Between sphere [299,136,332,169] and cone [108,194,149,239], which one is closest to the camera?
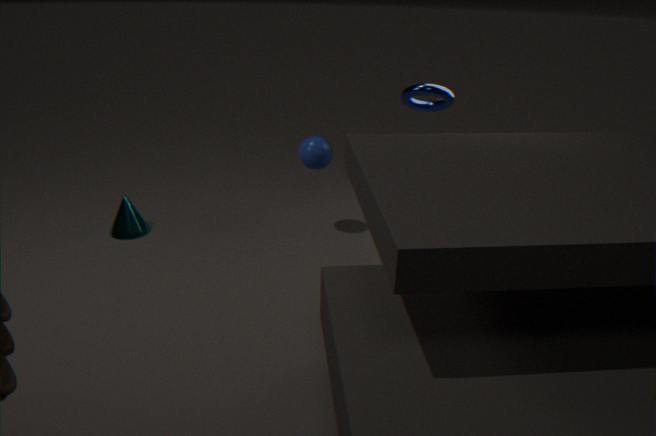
sphere [299,136,332,169]
